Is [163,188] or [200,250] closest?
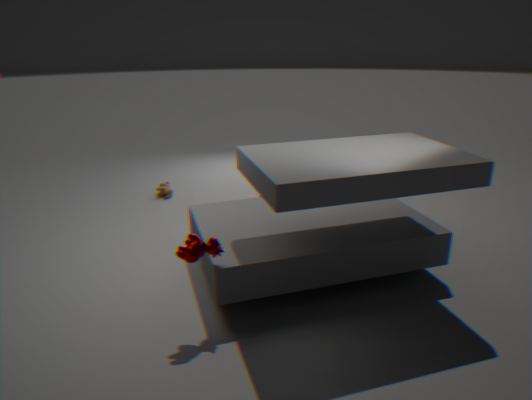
[200,250]
